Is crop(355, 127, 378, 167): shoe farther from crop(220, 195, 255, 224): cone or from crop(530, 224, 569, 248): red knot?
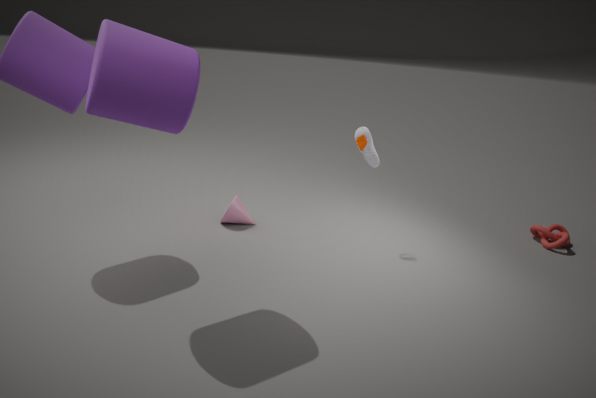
crop(530, 224, 569, 248): red knot
